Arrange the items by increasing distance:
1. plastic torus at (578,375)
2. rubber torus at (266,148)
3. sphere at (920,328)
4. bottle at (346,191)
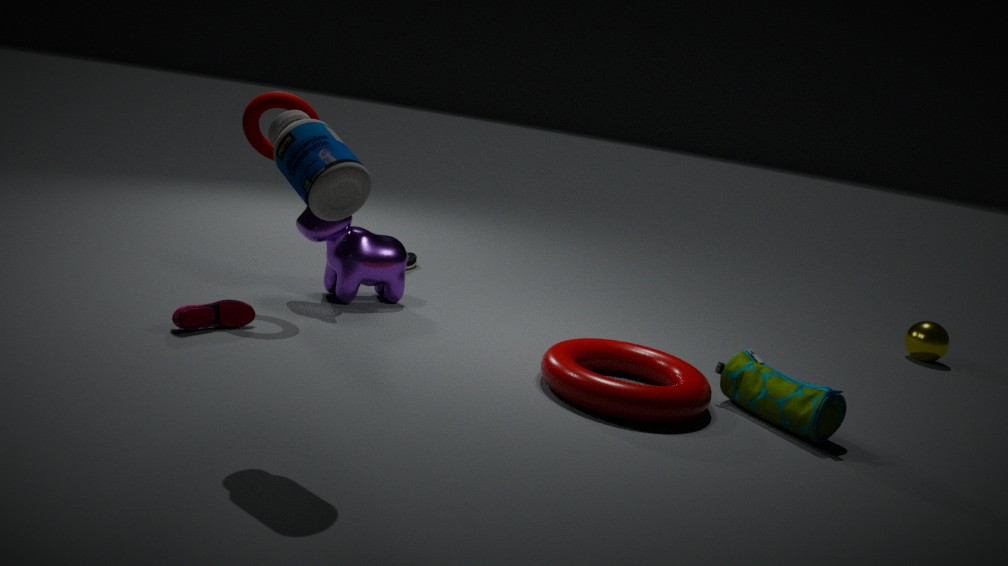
bottle at (346,191) < plastic torus at (578,375) < rubber torus at (266,148) < sphere at (920,328)
